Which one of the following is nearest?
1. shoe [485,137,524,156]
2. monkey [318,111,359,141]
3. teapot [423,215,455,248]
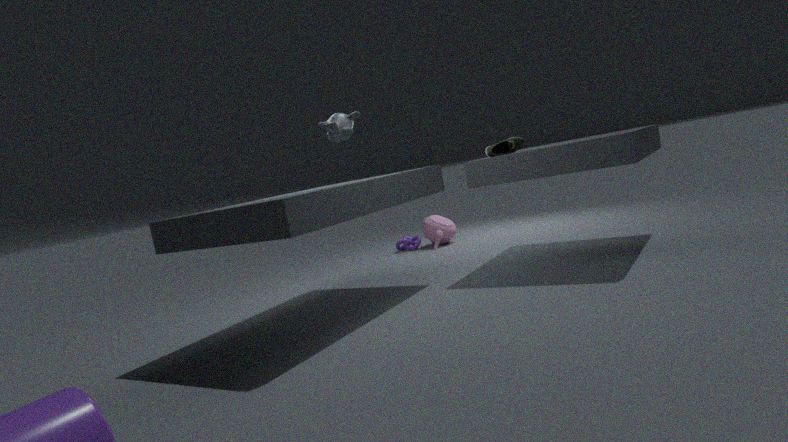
monkey [318,111,359,141]
